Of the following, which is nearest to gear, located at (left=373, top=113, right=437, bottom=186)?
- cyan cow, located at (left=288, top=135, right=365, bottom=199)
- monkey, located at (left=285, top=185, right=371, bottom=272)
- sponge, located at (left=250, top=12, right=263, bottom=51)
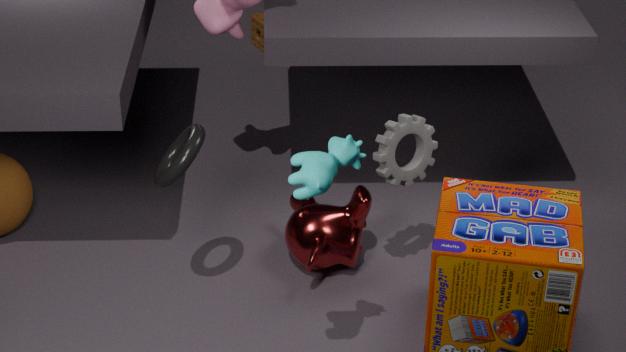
monkey, located at (left=285, top=185, right=371, bottom=272)
